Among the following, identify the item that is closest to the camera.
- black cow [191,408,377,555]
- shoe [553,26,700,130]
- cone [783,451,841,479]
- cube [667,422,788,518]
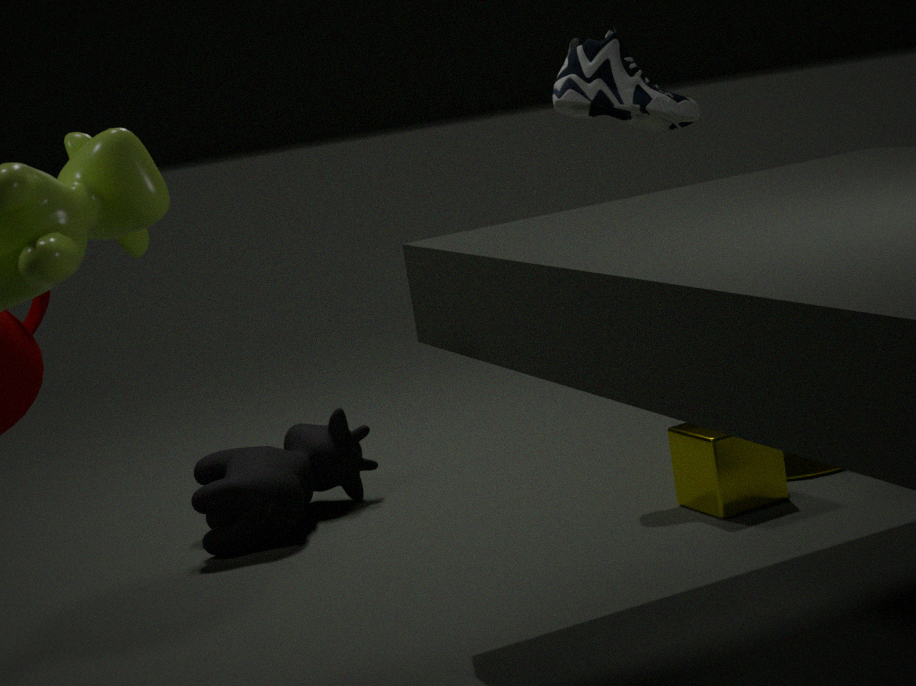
cube [667,422,788,518]
